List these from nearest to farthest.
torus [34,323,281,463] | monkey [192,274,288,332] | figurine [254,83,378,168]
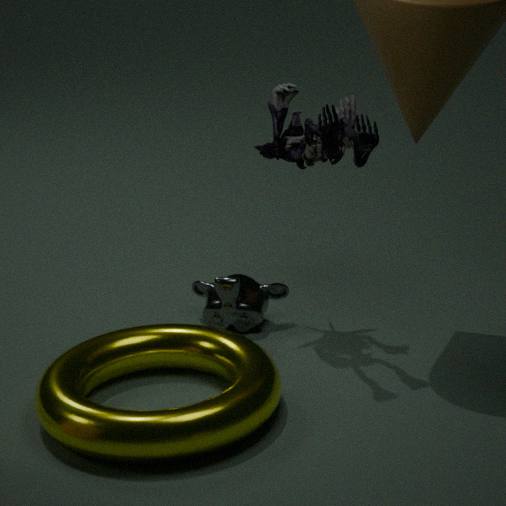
torus [34,323,281,463] → figurine [254,83,378,168] → monkey [192,274,288,332]
